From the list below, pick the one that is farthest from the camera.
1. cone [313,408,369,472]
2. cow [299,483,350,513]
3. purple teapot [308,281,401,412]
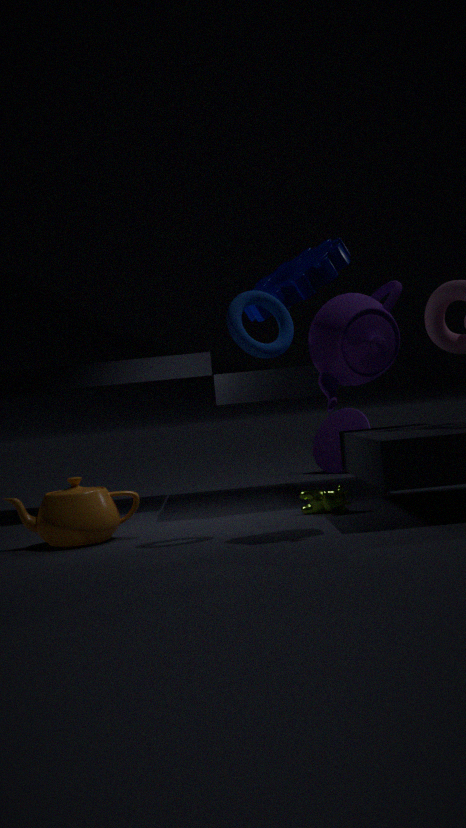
cone [313,408,369,472]
